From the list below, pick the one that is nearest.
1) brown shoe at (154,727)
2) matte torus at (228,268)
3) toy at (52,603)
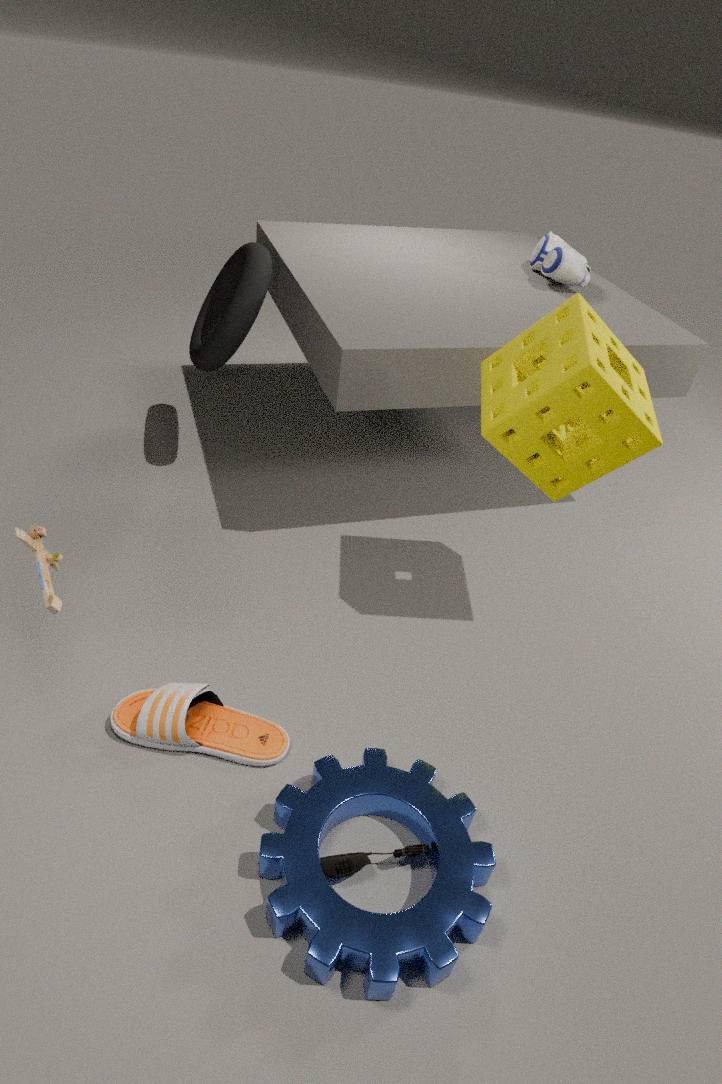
3. toy at (52,603)
